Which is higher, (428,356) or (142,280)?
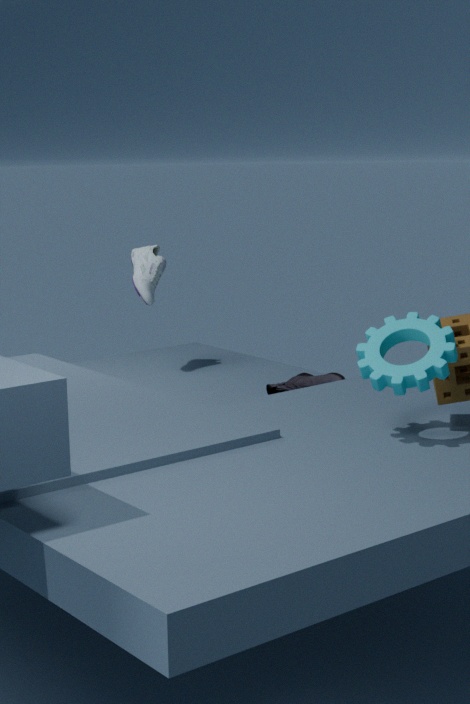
(142,280)
